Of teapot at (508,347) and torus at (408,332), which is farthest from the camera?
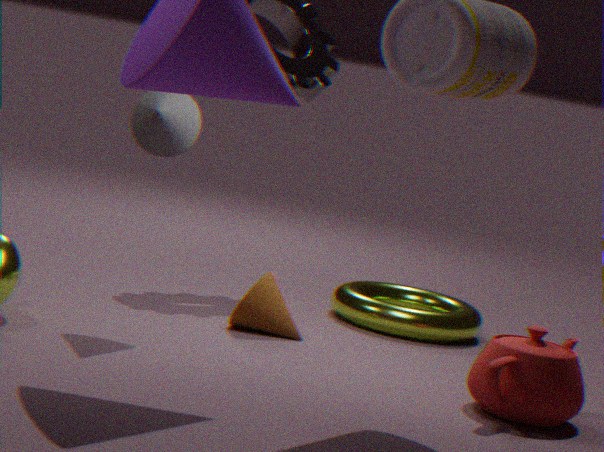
torus at (408,332)
